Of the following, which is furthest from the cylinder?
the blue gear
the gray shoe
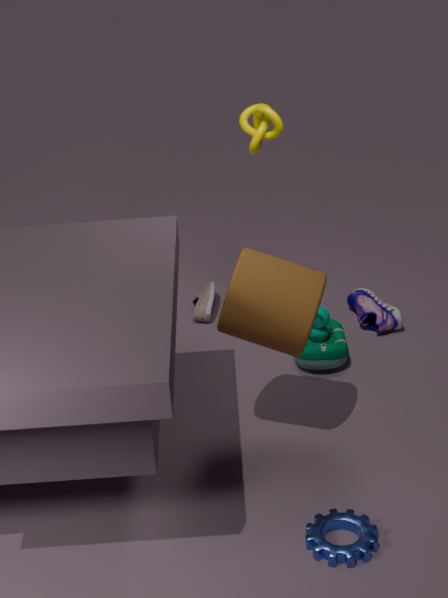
the gray shoe
